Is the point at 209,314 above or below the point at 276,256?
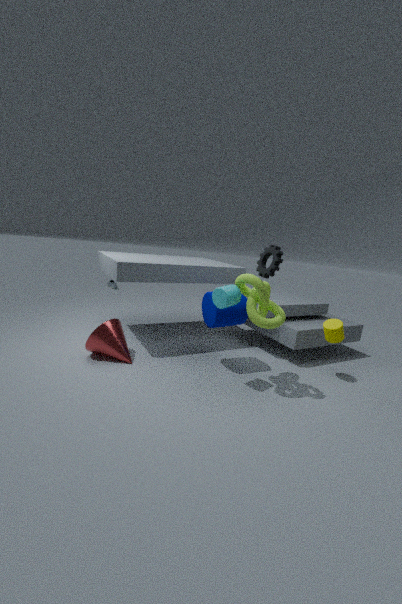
below
